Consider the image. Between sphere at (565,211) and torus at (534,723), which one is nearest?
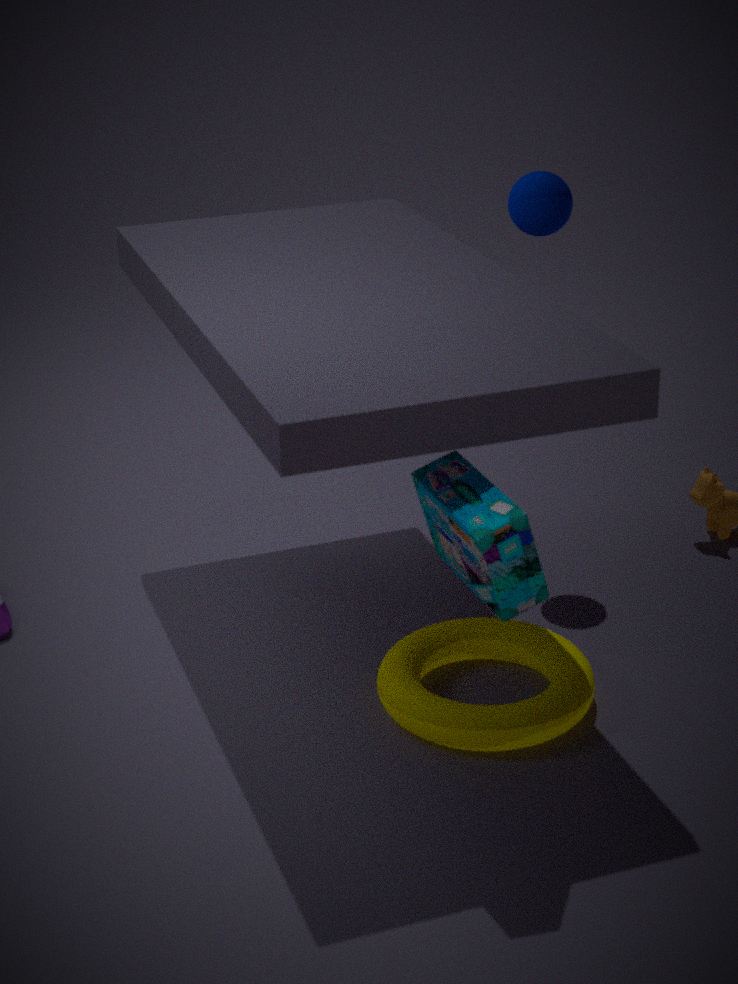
torus at (534,723)
